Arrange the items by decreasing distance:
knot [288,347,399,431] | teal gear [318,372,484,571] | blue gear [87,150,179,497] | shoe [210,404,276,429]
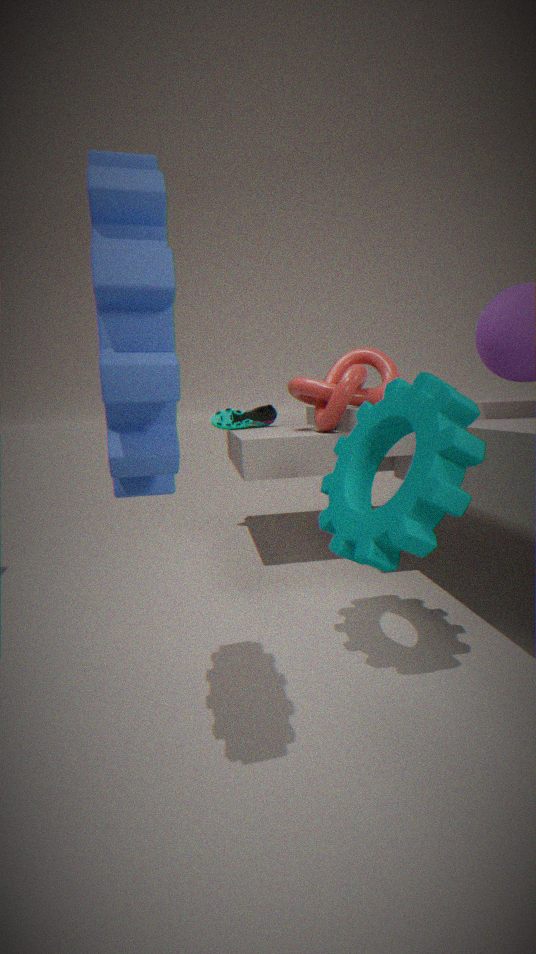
1. shoe [210,404,276,429]
2. knot [288,347,399,431]
3. teal gear [318,372,484,571]
4. blue gear [87,150,179,497]
